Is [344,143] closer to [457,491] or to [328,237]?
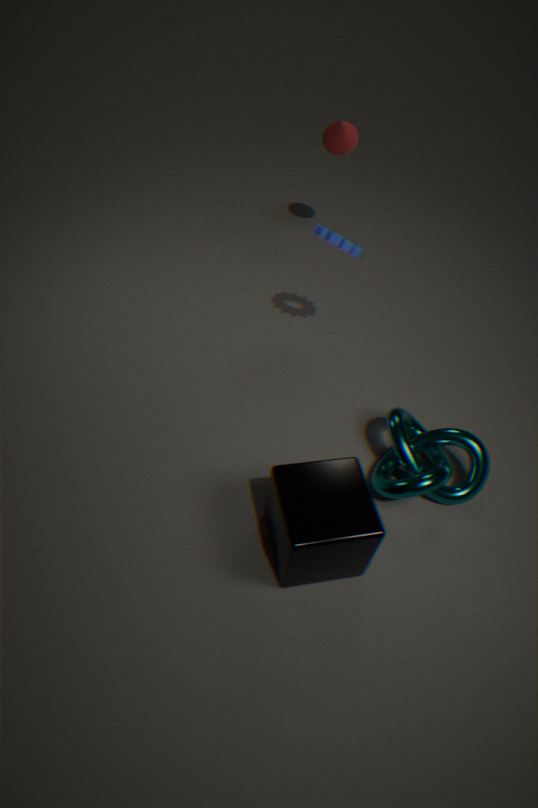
[328,237]
